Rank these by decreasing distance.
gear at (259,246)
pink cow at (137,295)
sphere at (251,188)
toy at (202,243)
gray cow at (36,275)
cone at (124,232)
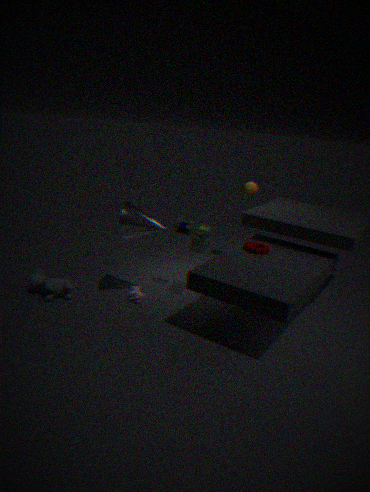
1. sphere at (251,188)
2. pink cow at (137,295)
3. gear at (259,246)
4. toy at (202,243)
5. gray cow at (36,275)
6. cone at (124,232)
